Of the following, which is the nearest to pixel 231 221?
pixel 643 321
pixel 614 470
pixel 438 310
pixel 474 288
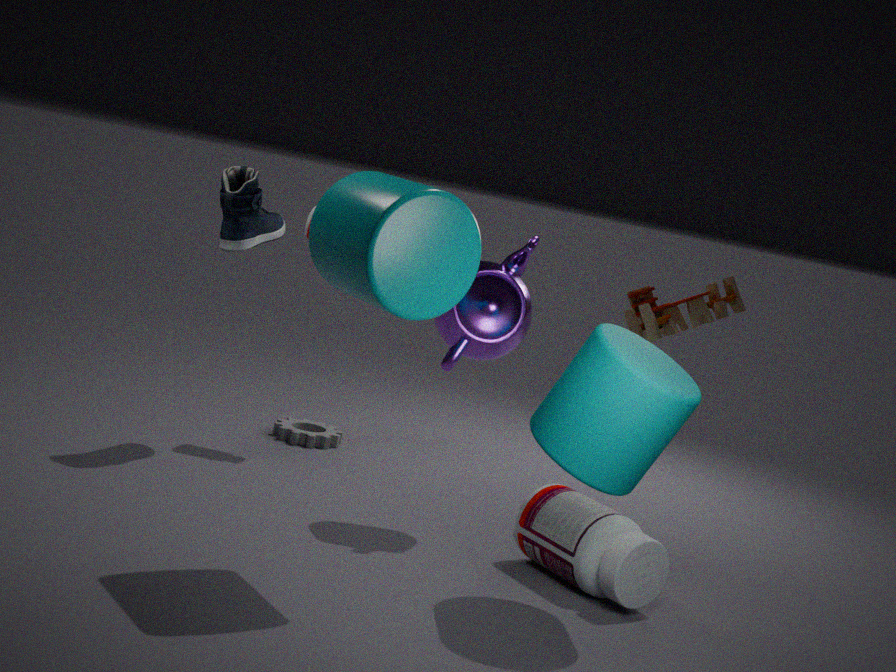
pixel 474 288
